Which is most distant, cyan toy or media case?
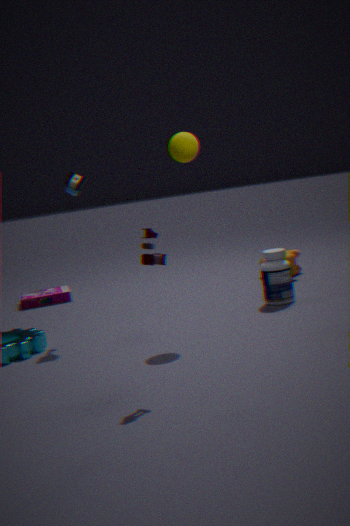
media case
